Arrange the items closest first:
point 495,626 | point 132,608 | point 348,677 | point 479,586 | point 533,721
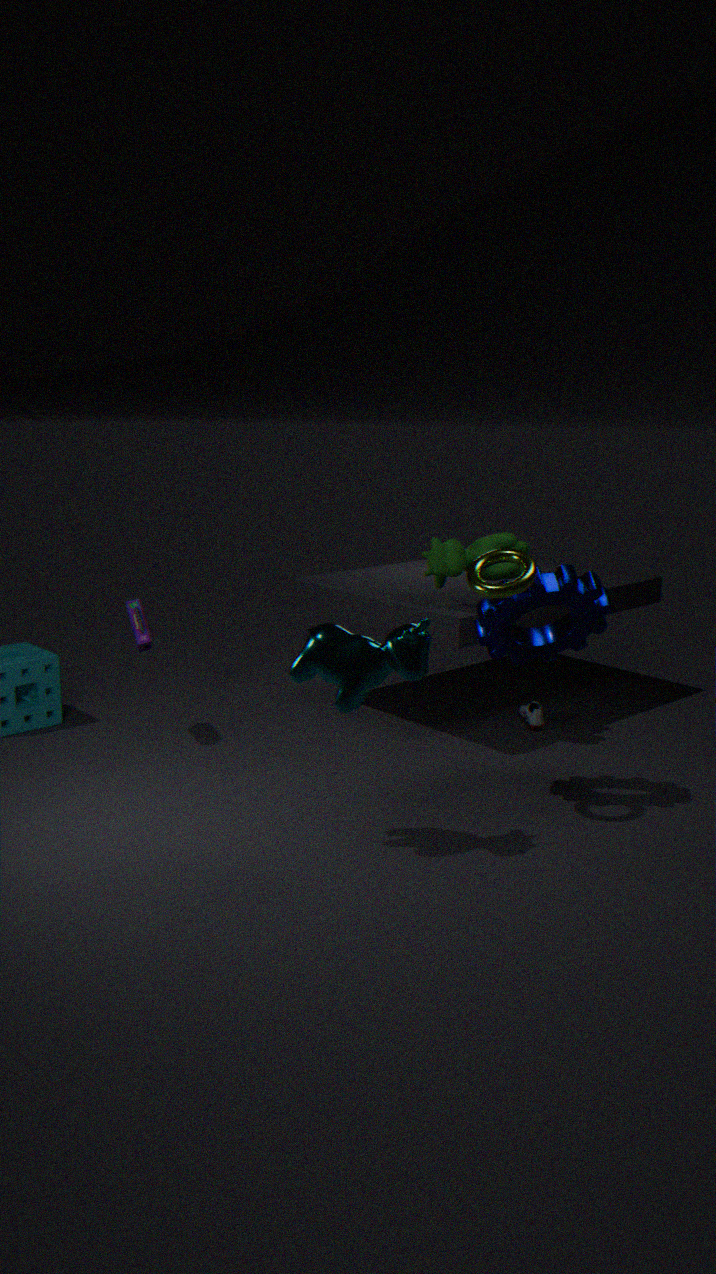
point 348,677, point 479,586, point 495,626, point 132,608, point 533,721
